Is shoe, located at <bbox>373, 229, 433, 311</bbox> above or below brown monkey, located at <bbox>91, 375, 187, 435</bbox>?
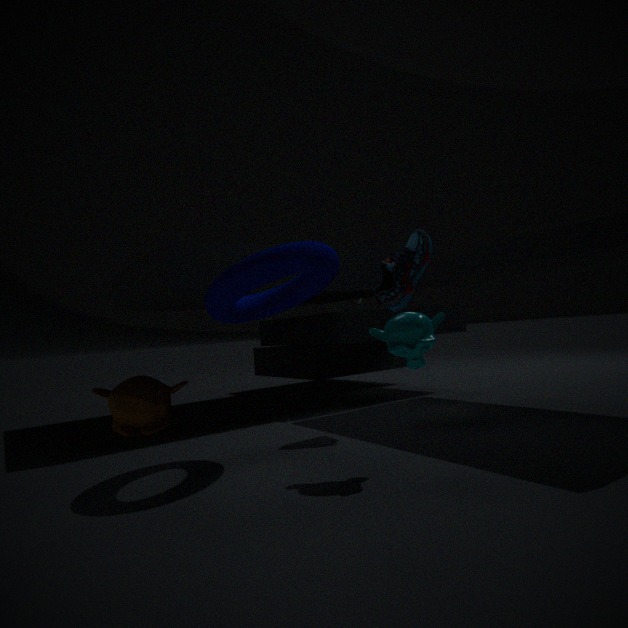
above
